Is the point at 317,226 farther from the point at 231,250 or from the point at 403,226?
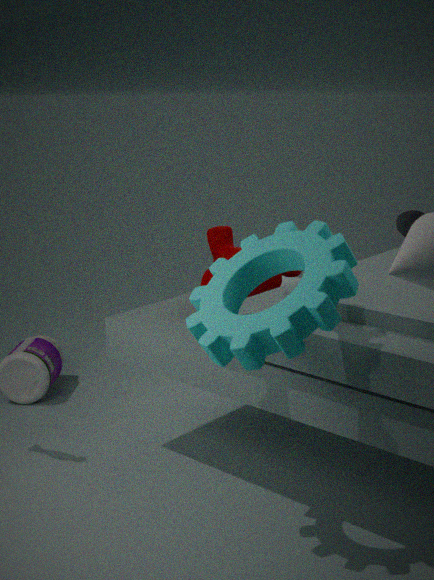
the point at 403,226
